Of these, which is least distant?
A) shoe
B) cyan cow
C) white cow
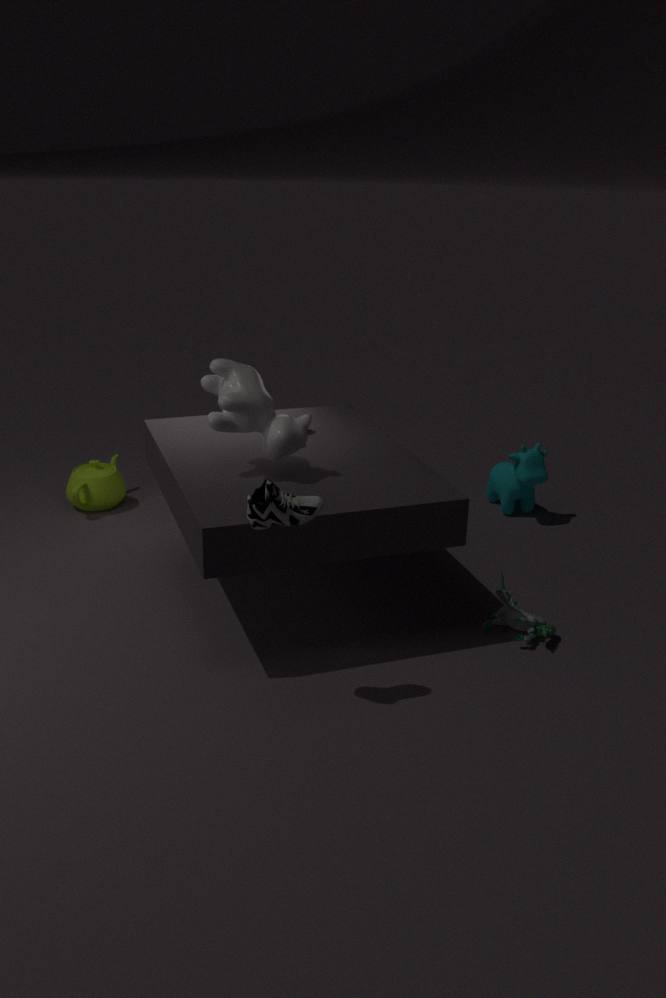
shoe
